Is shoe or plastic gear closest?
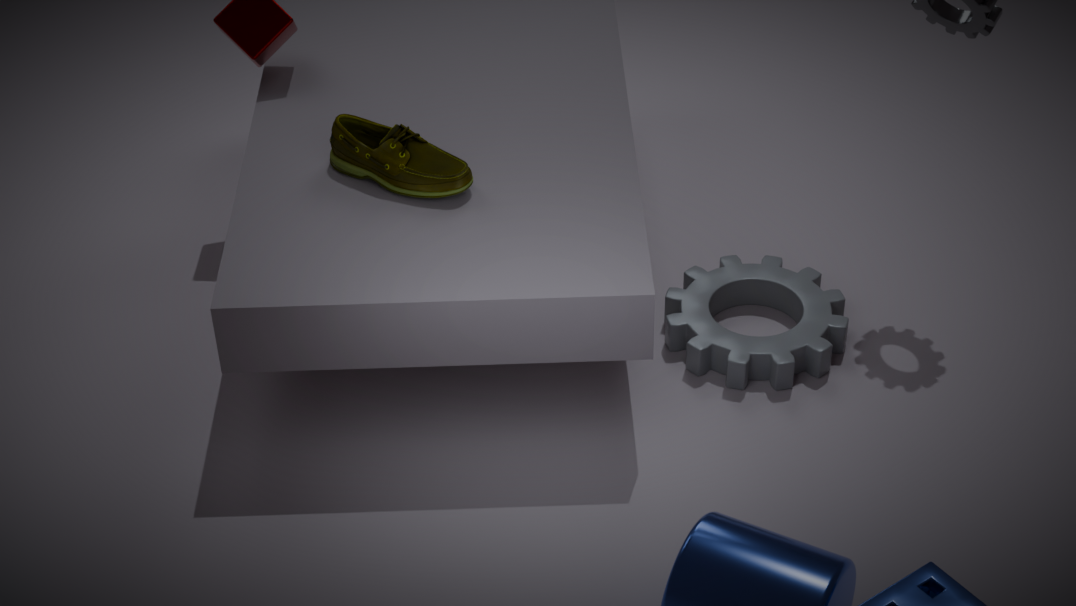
shoe
